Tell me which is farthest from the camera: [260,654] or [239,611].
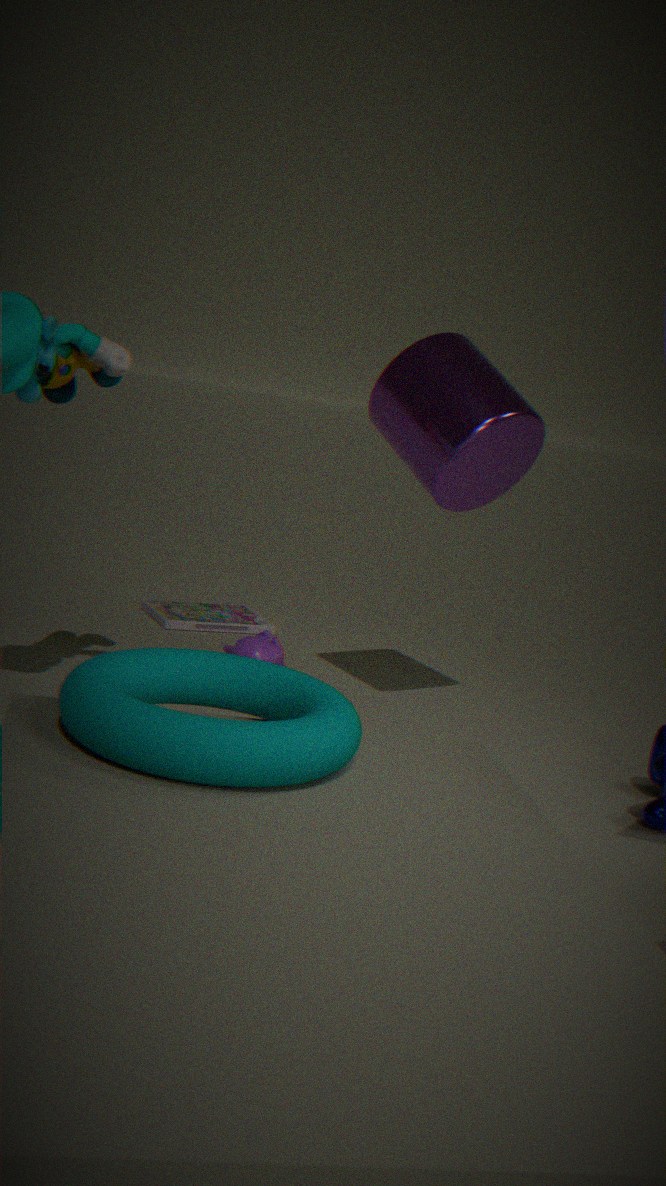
[239,611]
